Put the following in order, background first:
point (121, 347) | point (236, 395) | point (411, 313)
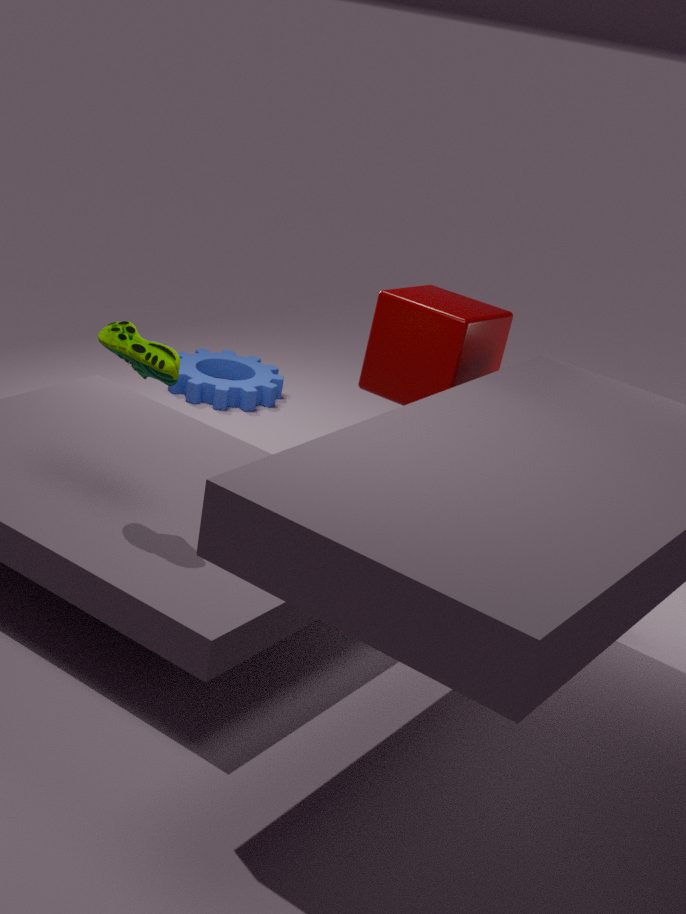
point (236, 395)
point (411, 313)
point (121, 347)
